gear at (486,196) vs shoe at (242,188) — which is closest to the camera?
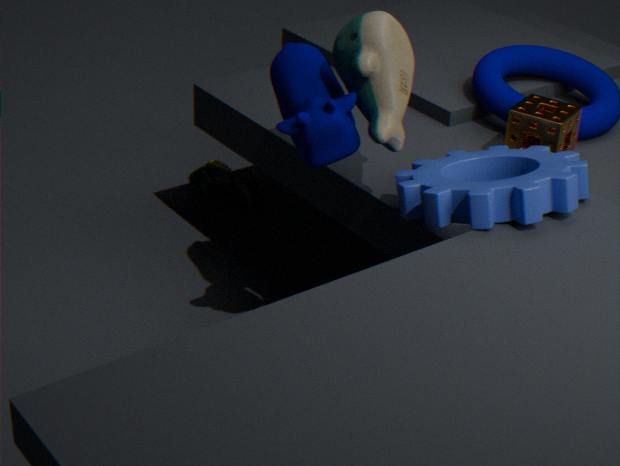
gear at (486,196)
